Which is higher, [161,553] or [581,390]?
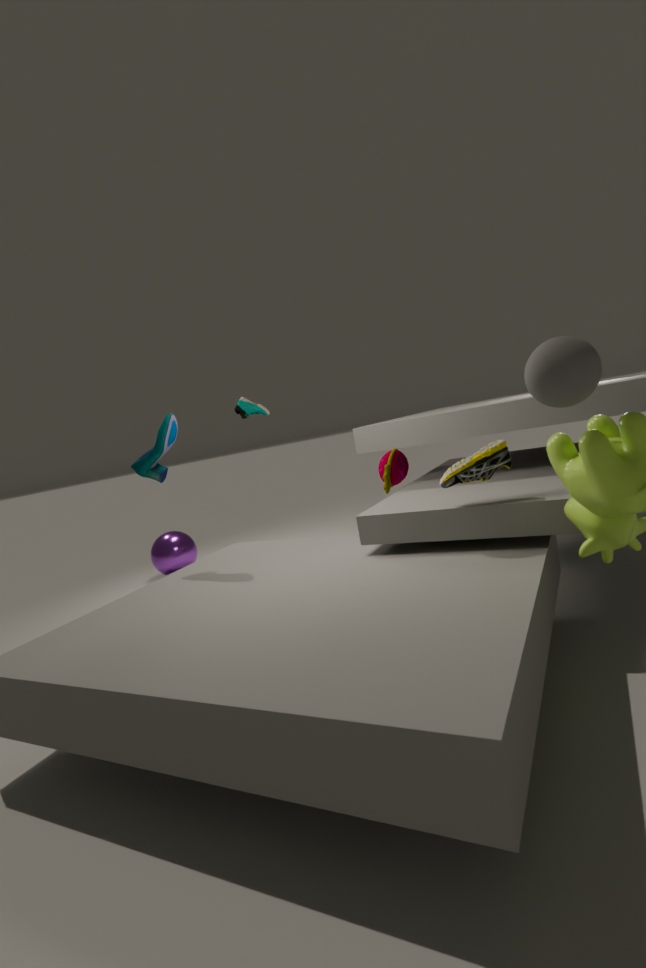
[581,390]
